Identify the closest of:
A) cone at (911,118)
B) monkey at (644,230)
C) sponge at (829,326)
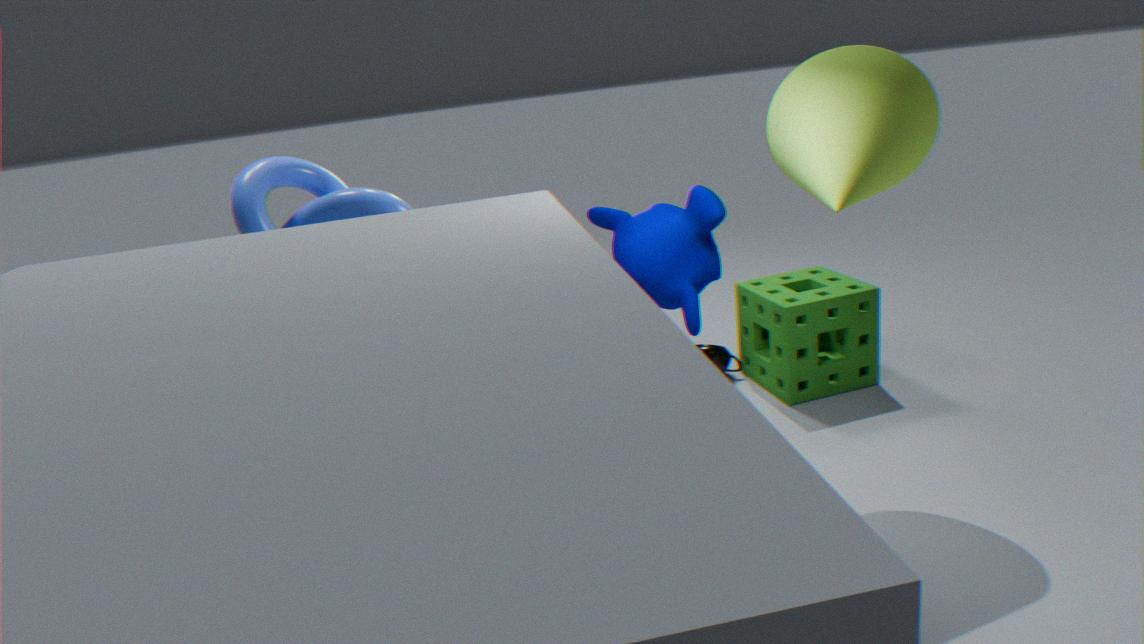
cone at (911,118)
